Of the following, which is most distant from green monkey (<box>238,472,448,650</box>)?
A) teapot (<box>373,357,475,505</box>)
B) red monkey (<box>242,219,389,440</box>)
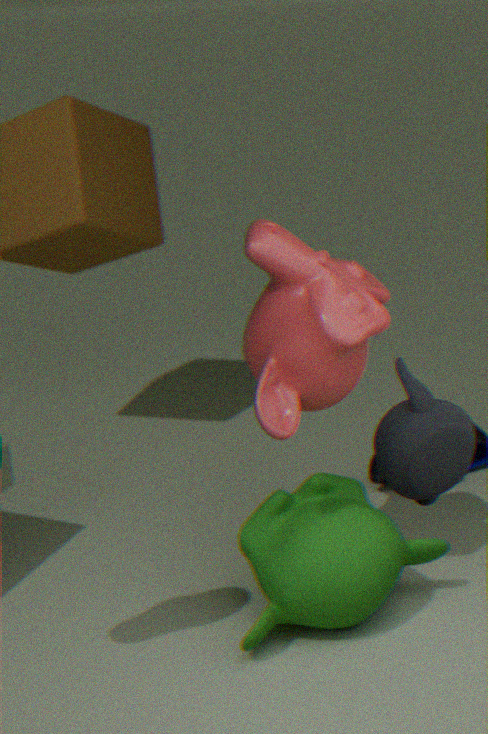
teapot (<box>373,357,475,505</box>)
